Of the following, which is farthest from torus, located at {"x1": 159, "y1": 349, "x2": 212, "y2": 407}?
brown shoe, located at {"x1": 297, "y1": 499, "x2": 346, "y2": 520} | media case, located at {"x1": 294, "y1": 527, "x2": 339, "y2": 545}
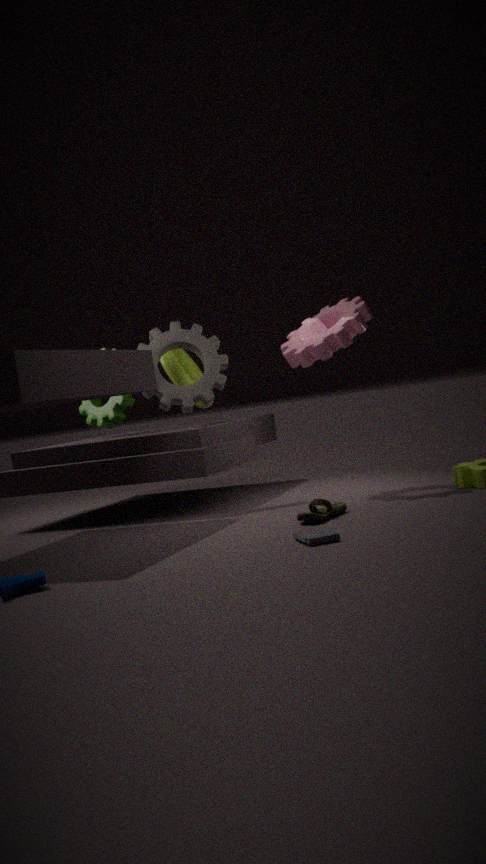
media case, located at {"x1": 294, "y1": 527, "x2": 339, "y2": 545}
